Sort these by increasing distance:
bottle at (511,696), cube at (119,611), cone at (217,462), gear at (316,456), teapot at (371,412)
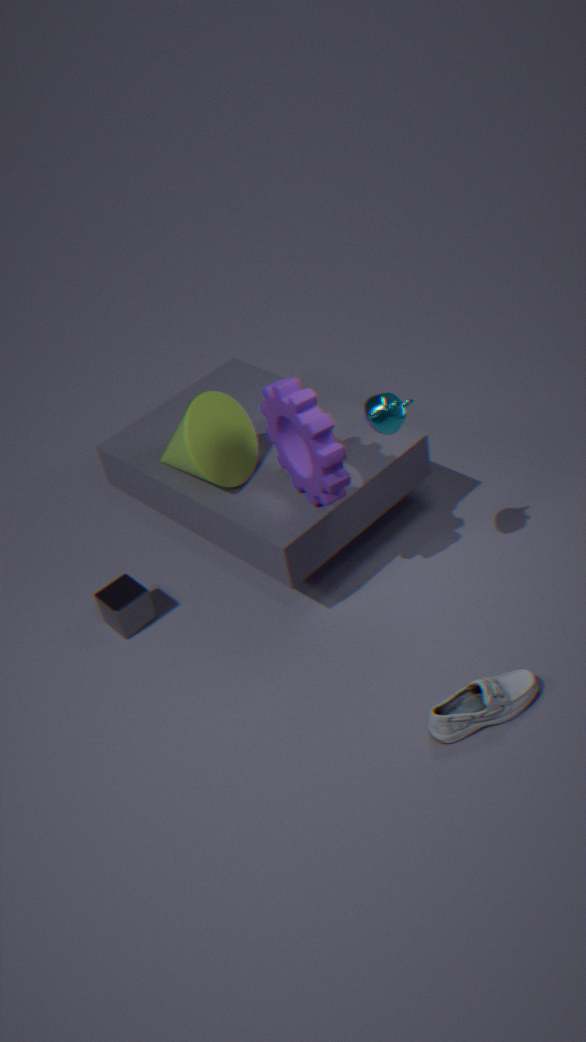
bottle at (511,696) < teapot at (371,412) < gear at (316,456) < cone at (217,462) < cube at (119,611)
